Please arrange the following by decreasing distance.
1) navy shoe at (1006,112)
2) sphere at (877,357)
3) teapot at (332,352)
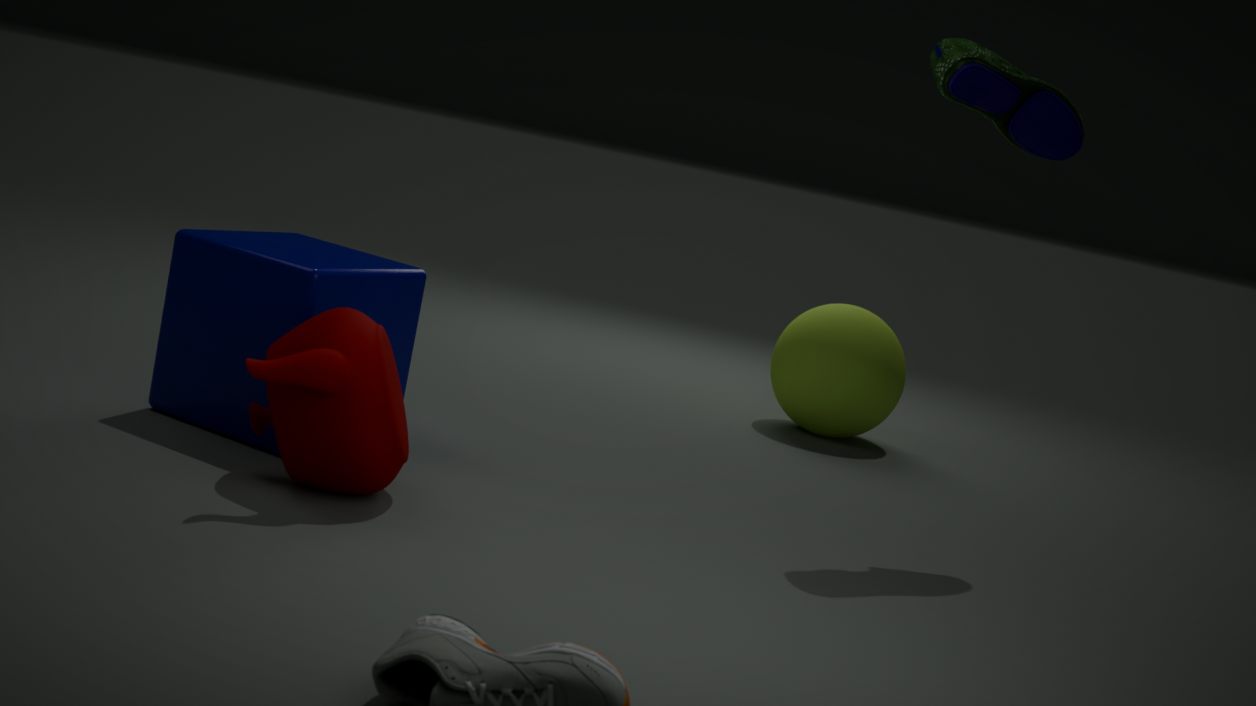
2. sphere at (877,357), 1. navy shoe at (1006,112), 3. teapot at (332,352)
